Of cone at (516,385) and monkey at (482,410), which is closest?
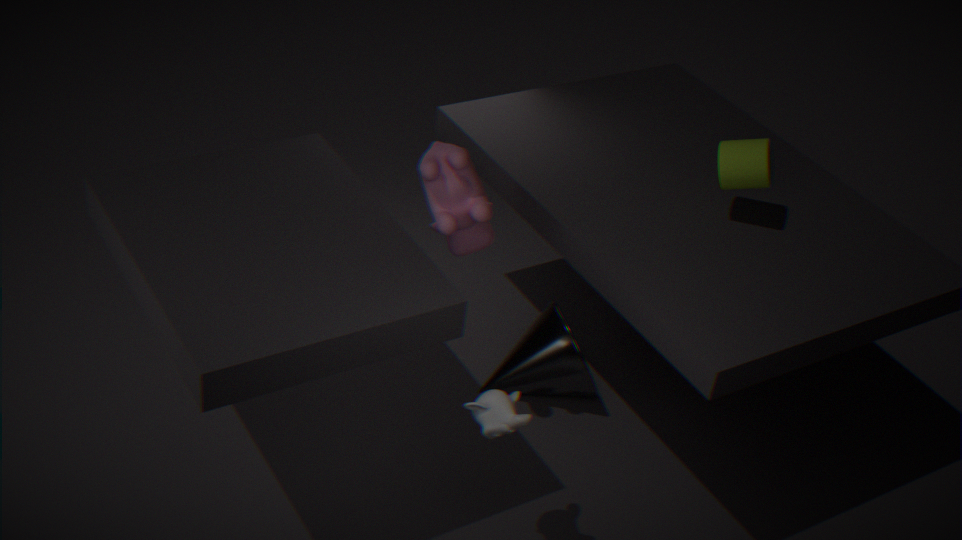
monkey at (482,410)
